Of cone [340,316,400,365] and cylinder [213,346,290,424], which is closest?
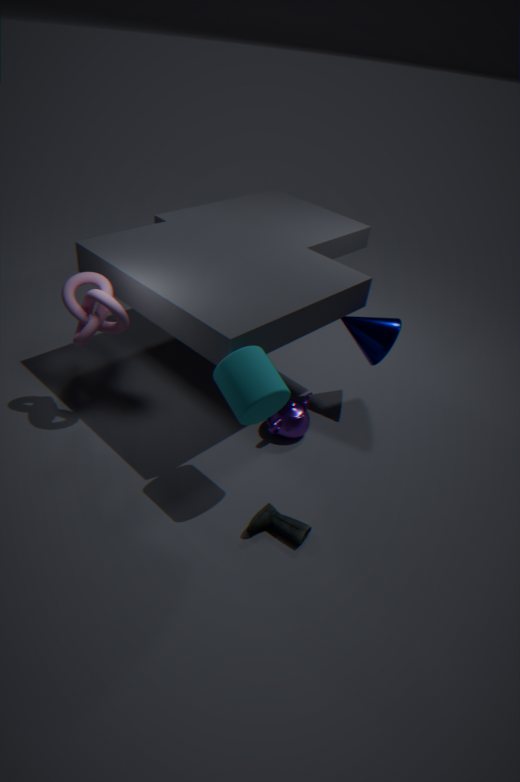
cylinder [213,346,290,424]
